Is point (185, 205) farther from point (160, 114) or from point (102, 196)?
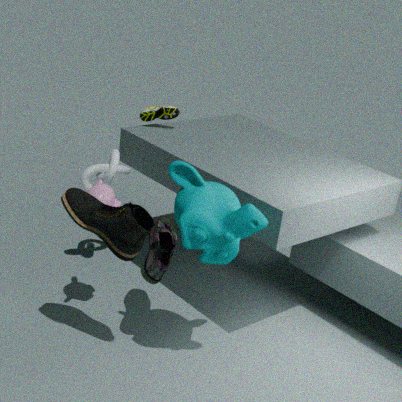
point (160, 114)
